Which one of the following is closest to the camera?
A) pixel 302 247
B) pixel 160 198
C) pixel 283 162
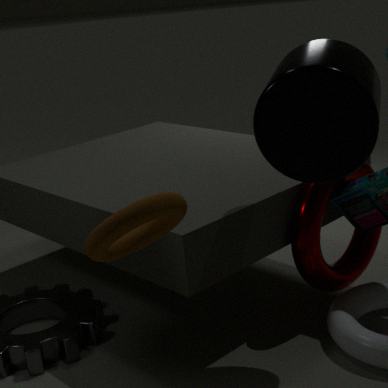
pixel 160 198
